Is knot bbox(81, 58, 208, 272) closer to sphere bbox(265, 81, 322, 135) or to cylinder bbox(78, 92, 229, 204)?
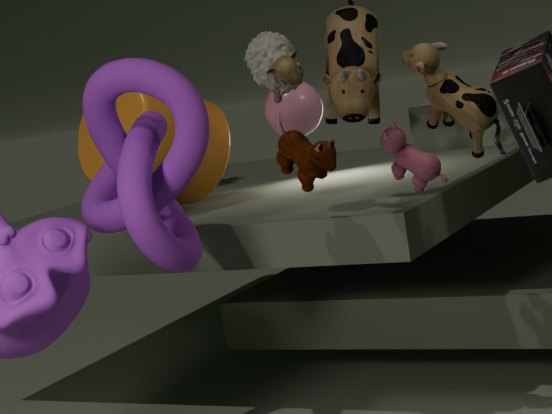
cylinder bbox(78, 92, 229, 204)
